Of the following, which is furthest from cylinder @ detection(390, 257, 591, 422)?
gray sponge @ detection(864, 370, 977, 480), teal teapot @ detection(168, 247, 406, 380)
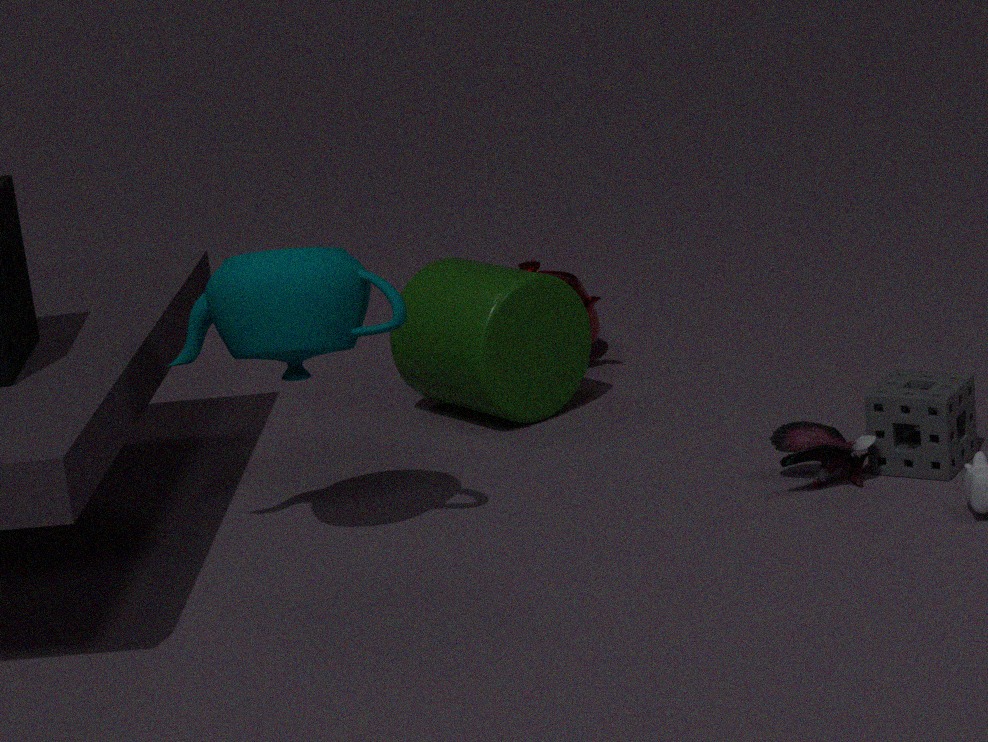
gray sponge @ detection(864, 370, 977, 480)
